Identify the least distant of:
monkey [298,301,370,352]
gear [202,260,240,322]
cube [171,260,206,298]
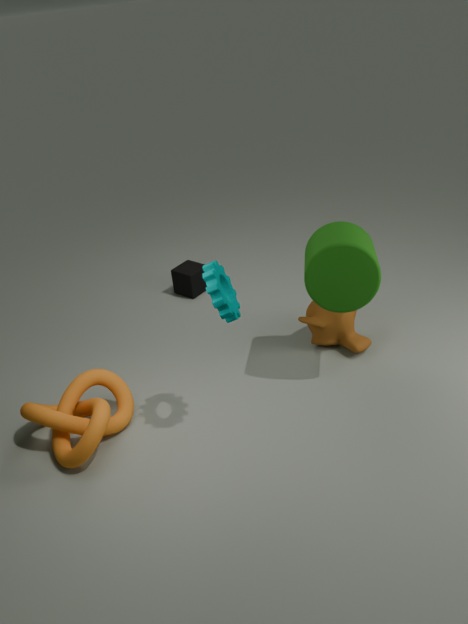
gear [202,260,240,322]
